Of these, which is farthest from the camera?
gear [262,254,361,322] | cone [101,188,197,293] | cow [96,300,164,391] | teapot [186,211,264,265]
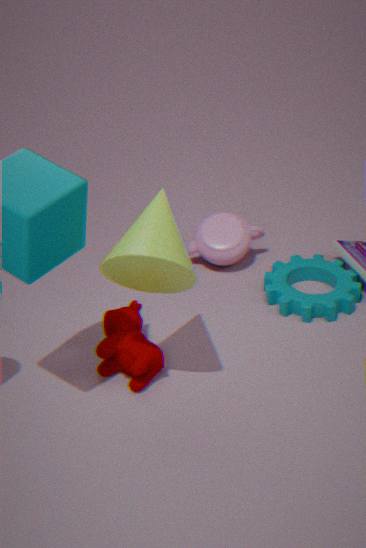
teapot [186,211,264,265]
